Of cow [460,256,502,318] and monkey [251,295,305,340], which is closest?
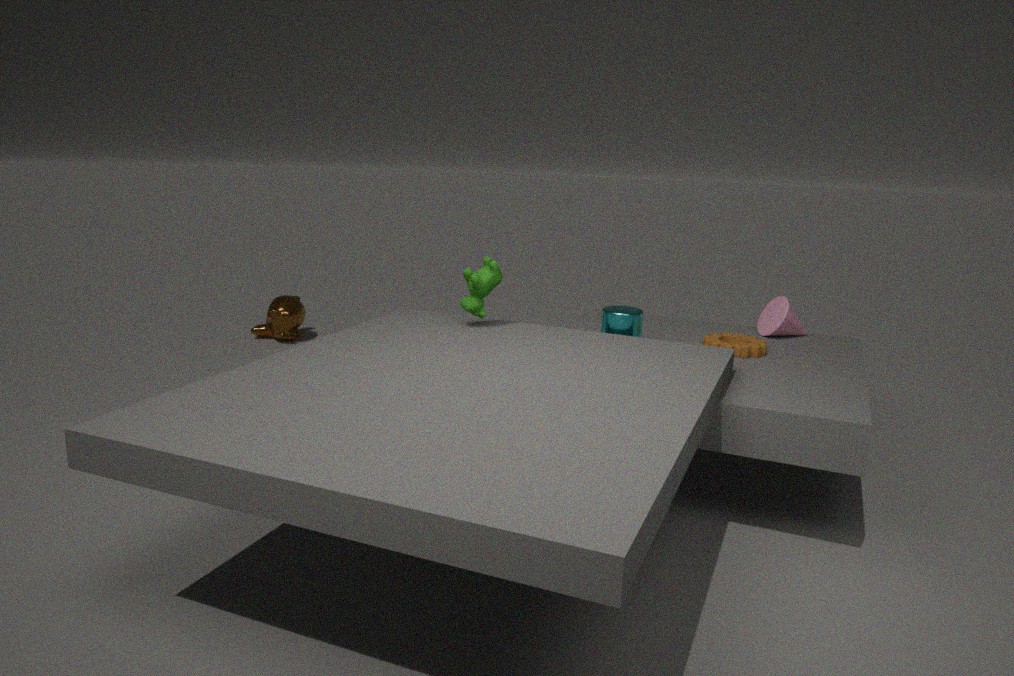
cow [460,256,502,318]
